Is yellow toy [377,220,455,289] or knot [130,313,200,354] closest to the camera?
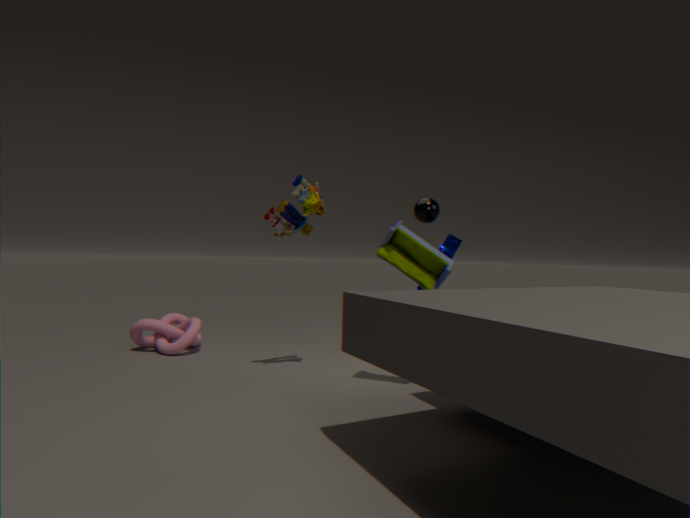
yellow toy [377,220,455,289]
